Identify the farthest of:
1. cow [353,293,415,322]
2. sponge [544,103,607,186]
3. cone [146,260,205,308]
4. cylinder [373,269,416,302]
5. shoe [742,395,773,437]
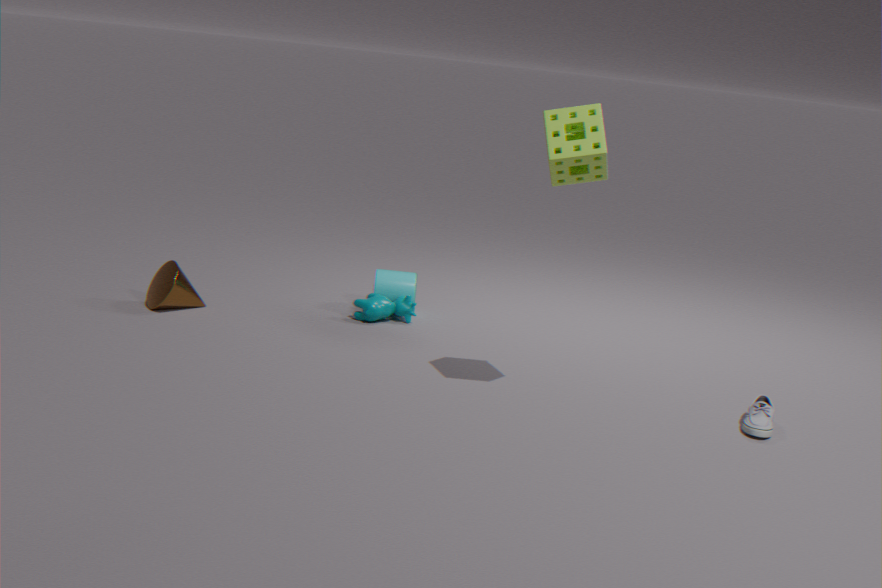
cylinder [373,269,416,302]
